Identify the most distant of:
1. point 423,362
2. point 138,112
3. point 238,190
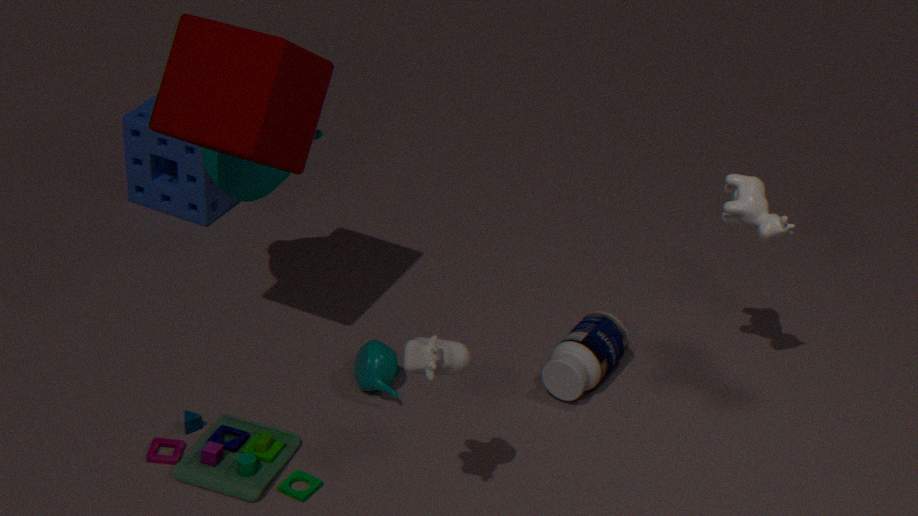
point 138,112
